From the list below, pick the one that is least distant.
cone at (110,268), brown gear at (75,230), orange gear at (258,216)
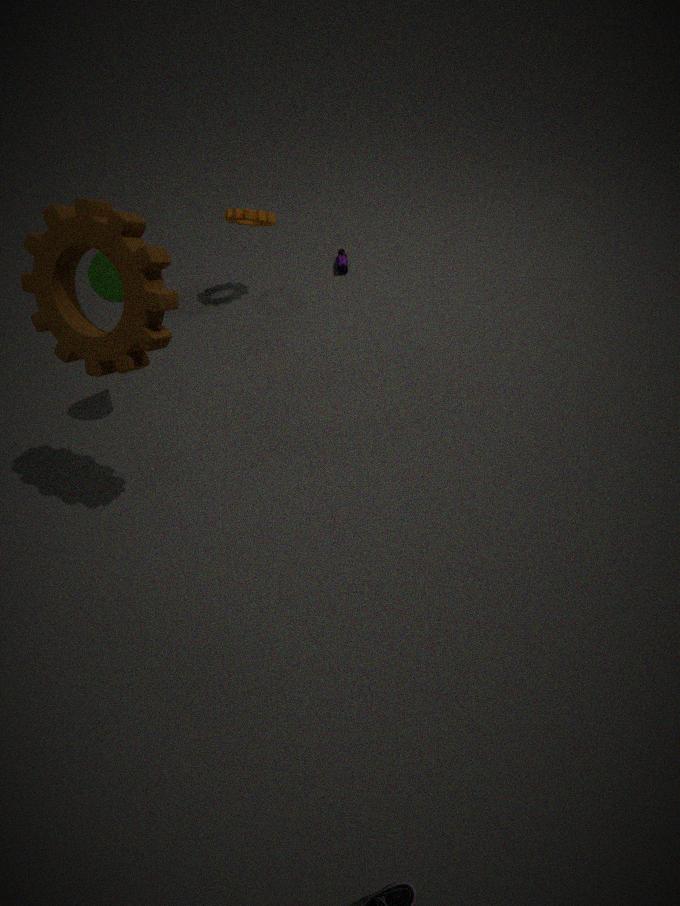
brown gear at (75,230)
